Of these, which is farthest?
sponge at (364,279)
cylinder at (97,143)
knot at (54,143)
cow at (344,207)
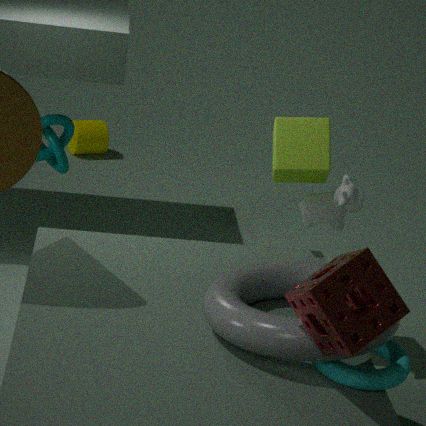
cylinder at (97,143)
